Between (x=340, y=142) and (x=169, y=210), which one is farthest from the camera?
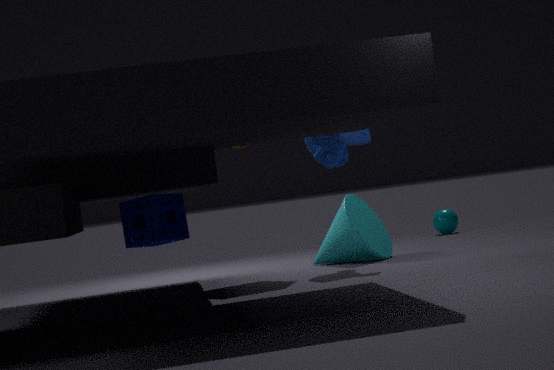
(x=340, y=142)
